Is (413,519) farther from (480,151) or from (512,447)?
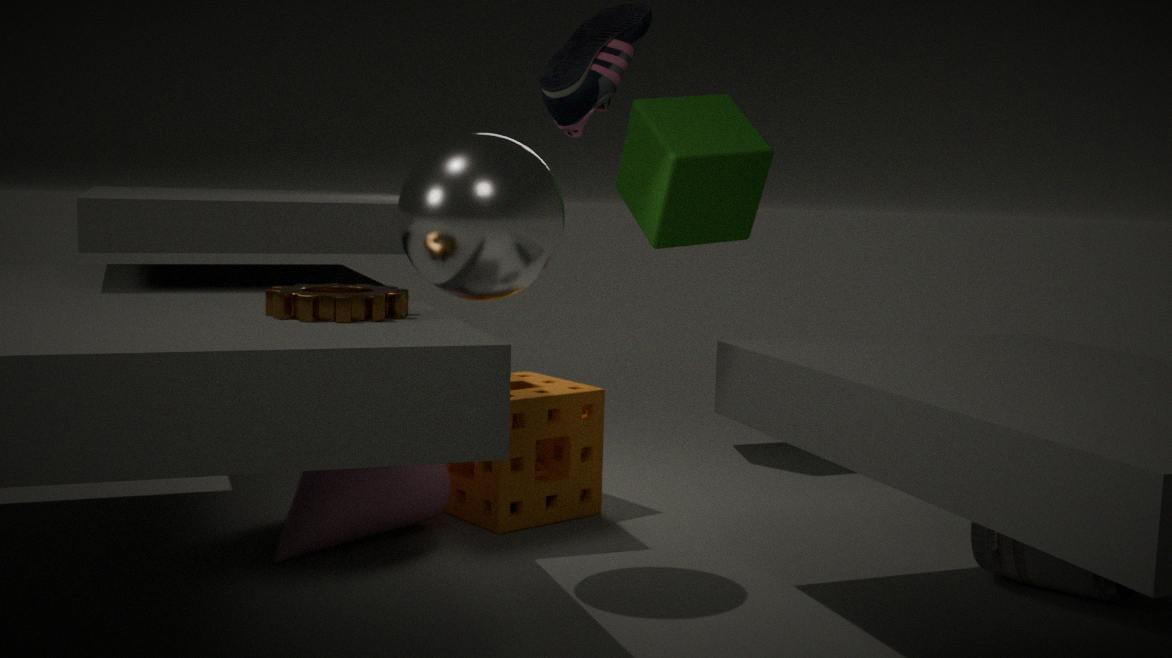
(480,151)
